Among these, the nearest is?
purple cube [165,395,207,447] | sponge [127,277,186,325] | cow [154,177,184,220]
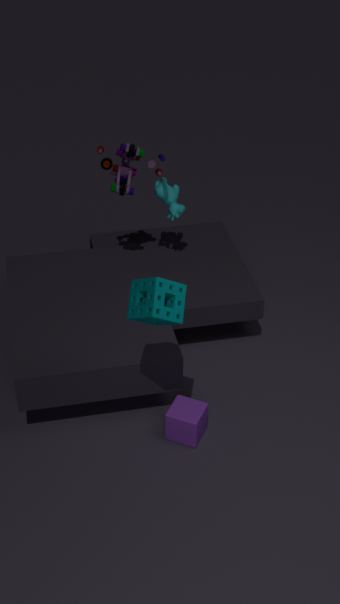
sponge [127,277,186,325]
